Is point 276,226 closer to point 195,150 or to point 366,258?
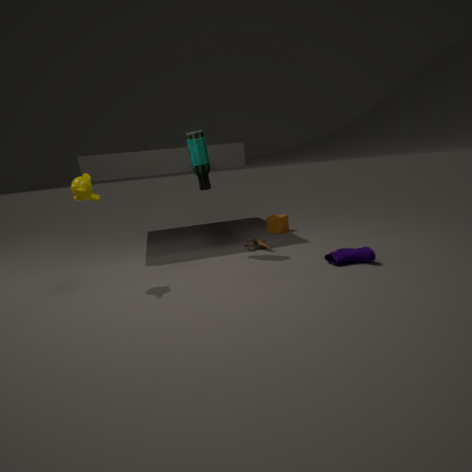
point 366,258
